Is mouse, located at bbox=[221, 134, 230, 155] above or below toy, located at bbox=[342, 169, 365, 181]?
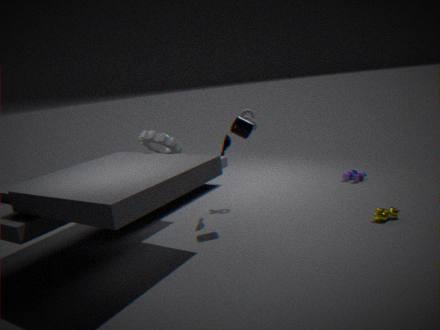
above
